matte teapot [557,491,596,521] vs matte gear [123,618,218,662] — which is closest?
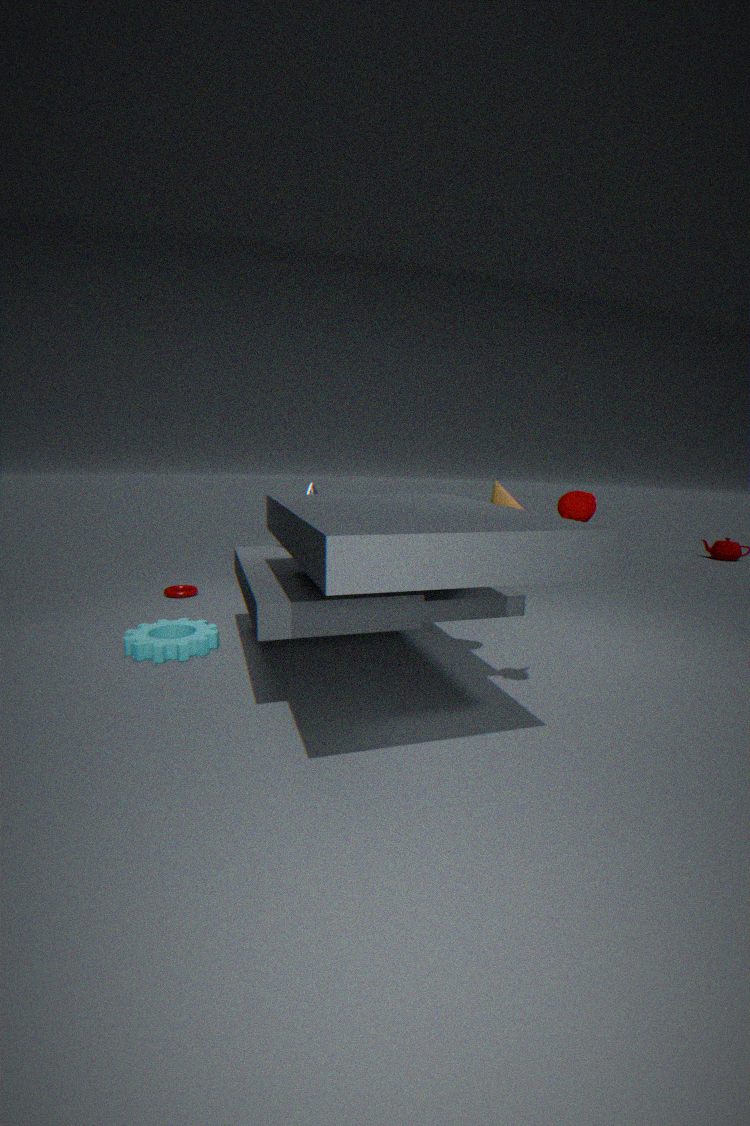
matte teapot [557,491,596,521]
